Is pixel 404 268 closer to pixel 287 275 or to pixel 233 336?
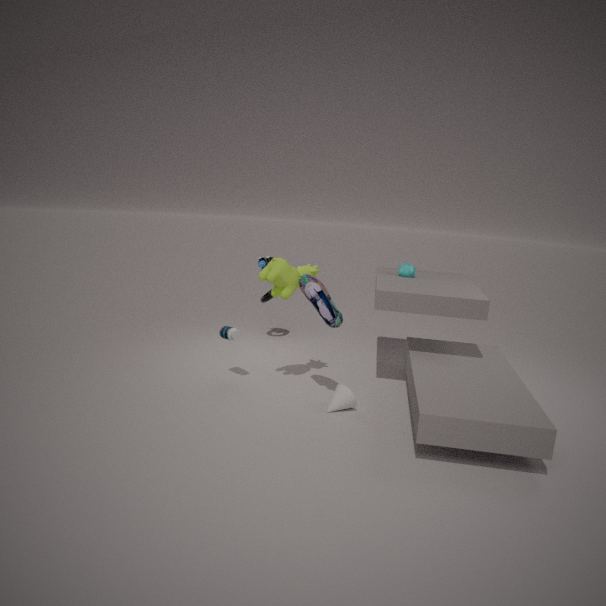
pixel 287 275
